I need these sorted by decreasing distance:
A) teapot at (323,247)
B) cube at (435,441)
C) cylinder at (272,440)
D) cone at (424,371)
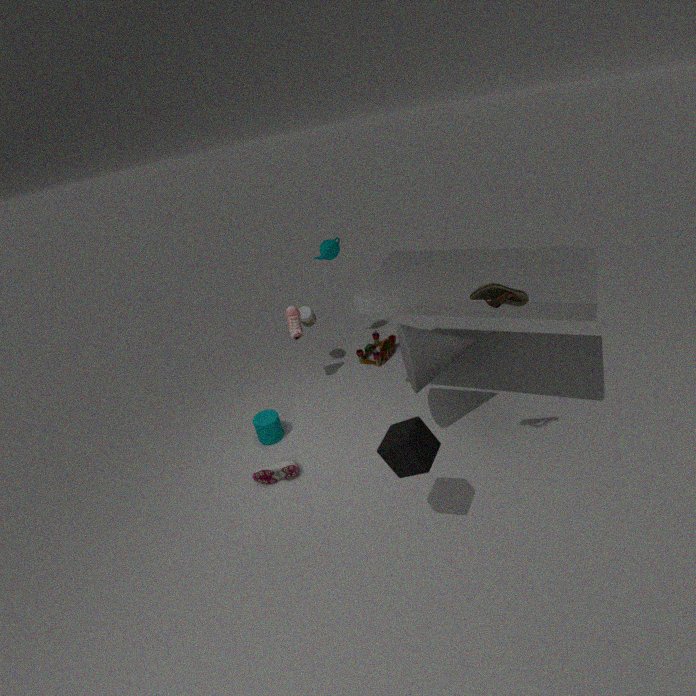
teapot at (323,247), cylinder at (272,440), cone at (424,371), cube at (435,441)
